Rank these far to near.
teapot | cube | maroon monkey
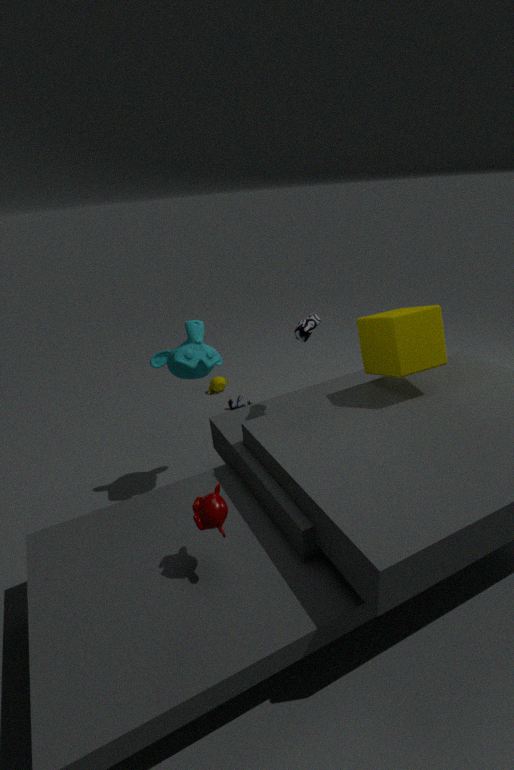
teapot, cube, maroon monkey
